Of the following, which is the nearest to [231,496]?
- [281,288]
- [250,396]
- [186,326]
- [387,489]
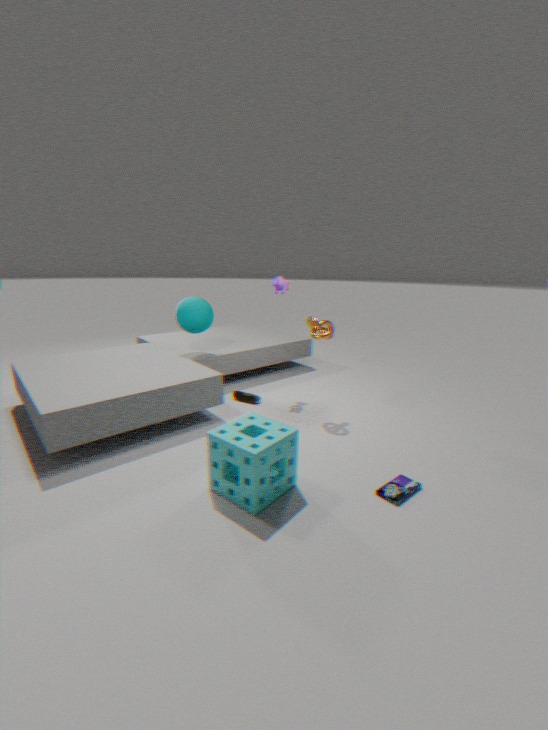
[387,489]
